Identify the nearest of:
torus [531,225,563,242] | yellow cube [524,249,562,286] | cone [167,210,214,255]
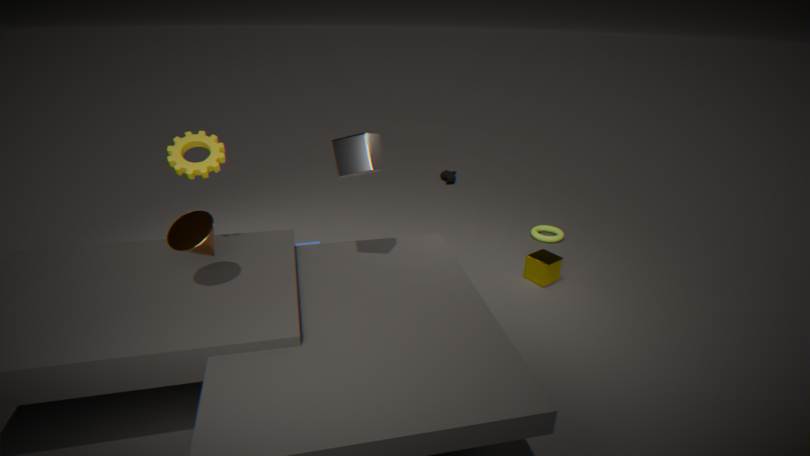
cone [167,210,214,255]
